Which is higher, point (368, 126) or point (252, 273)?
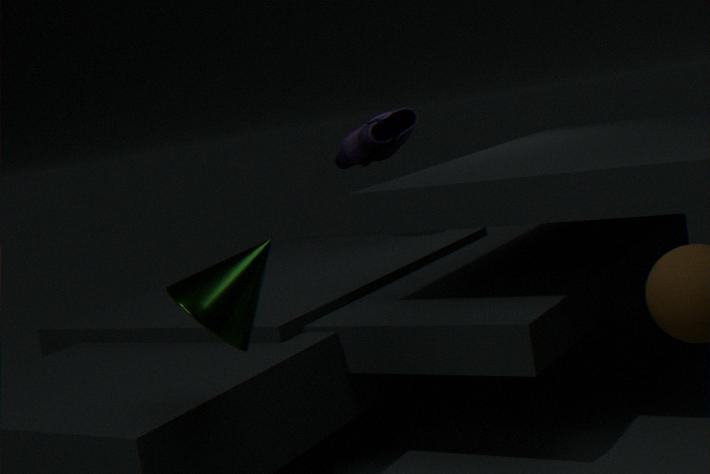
point (368, 126)
